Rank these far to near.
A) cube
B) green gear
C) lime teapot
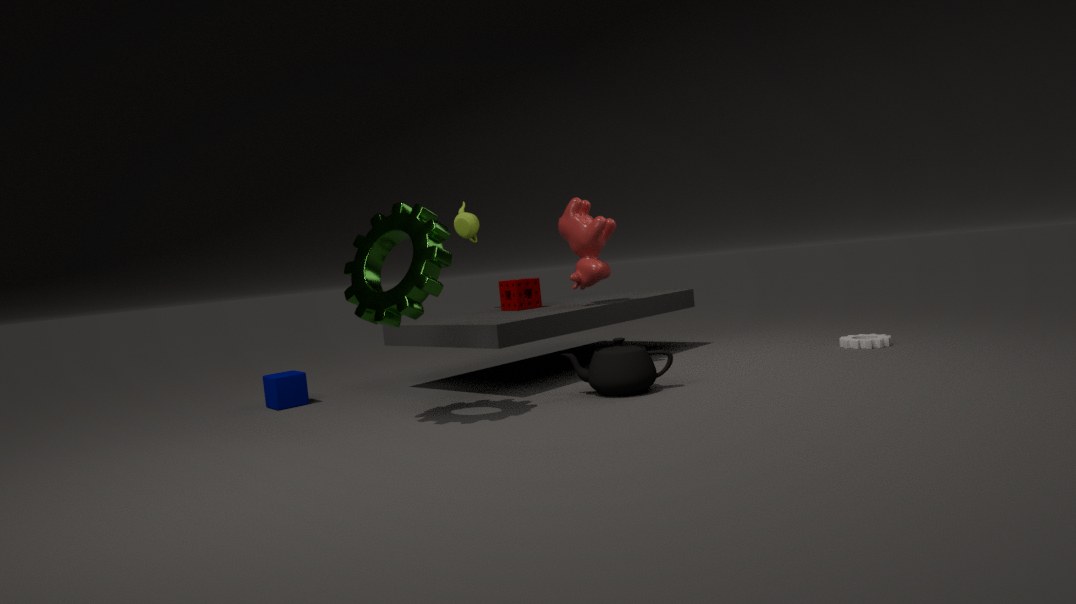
lime teapot, cube, green gear
